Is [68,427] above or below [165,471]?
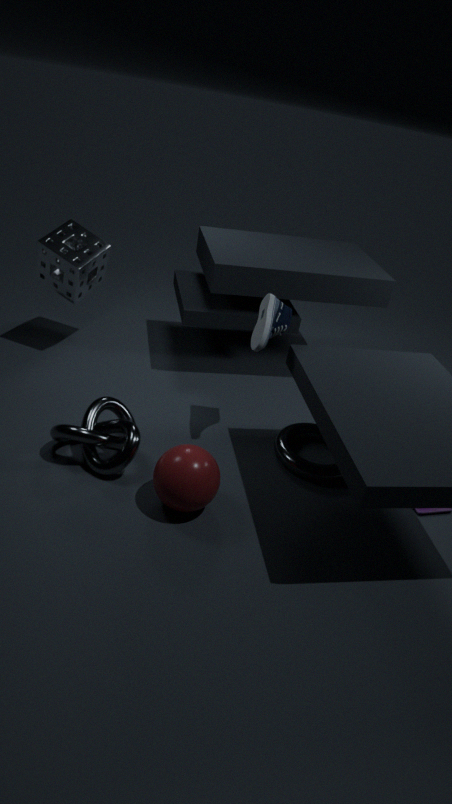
below
